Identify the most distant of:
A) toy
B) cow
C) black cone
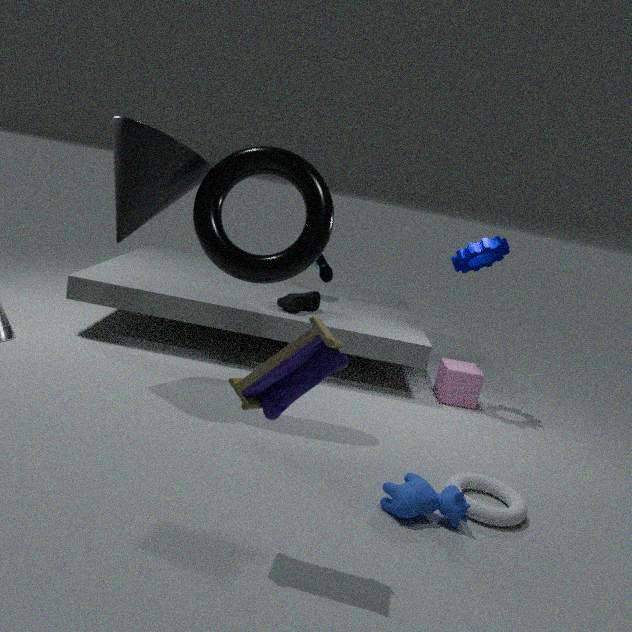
black cone
